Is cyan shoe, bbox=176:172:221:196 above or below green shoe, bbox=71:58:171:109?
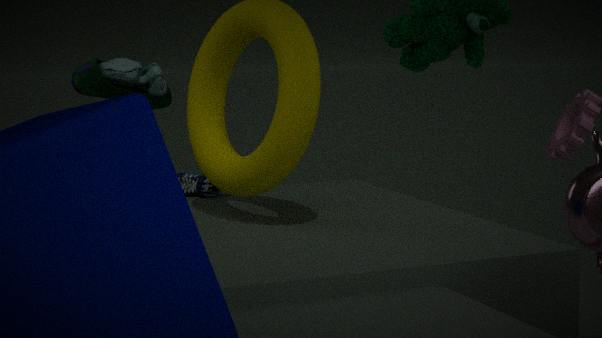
below
